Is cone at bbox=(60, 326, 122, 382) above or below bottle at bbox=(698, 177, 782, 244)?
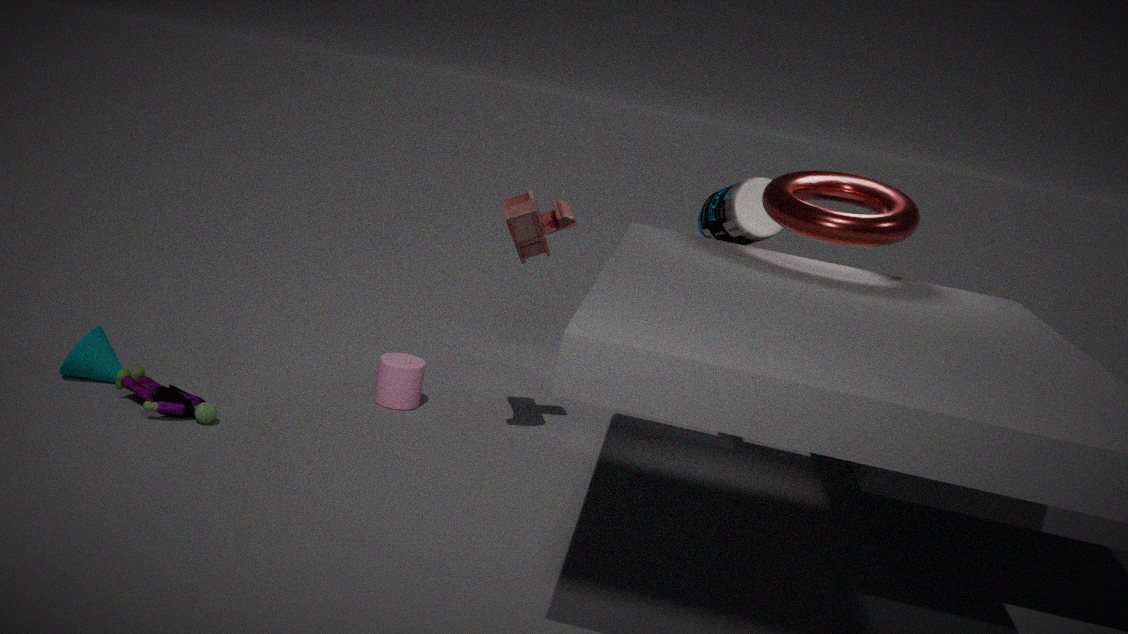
below
